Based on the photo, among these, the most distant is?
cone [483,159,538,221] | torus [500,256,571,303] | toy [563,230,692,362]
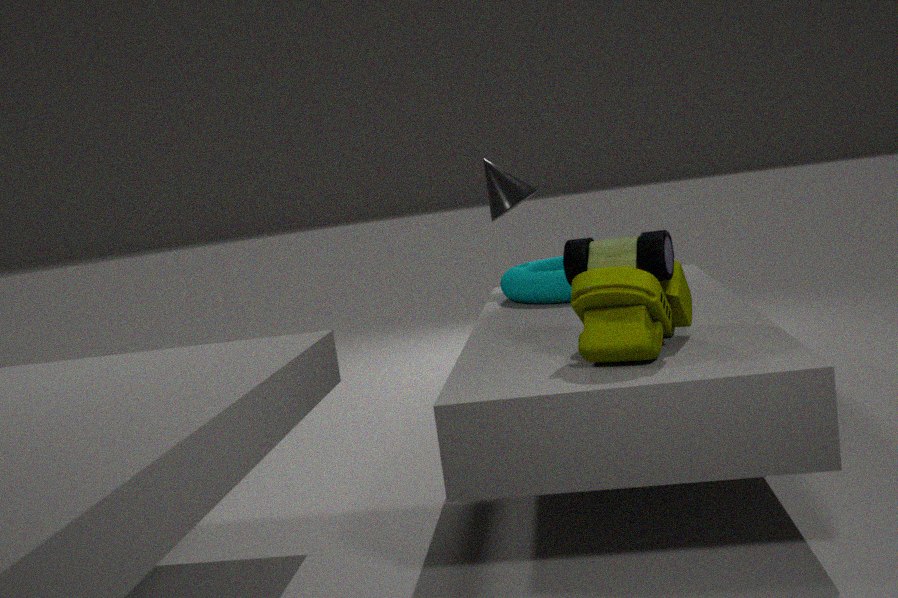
cone [483,159,538,221]
